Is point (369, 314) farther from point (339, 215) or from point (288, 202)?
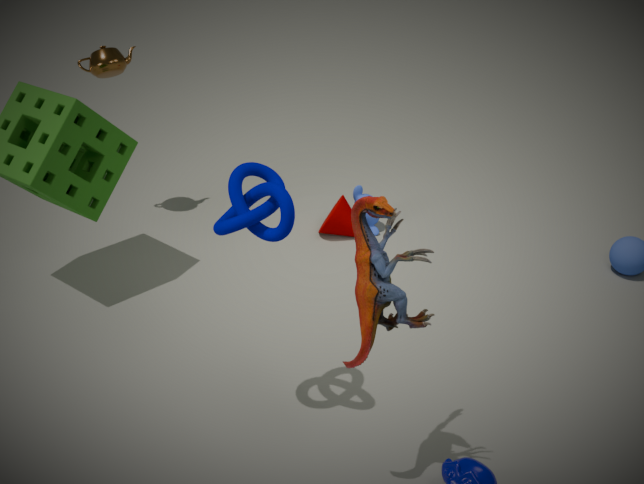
point (339, 215)
